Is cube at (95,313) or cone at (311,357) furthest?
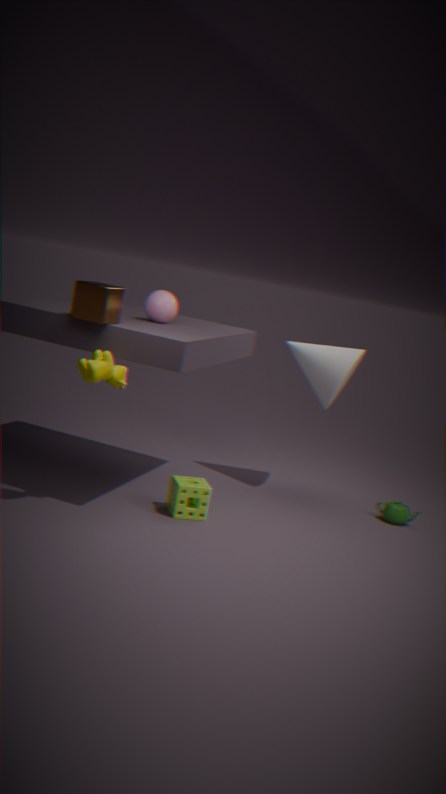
cone at (311,357)
